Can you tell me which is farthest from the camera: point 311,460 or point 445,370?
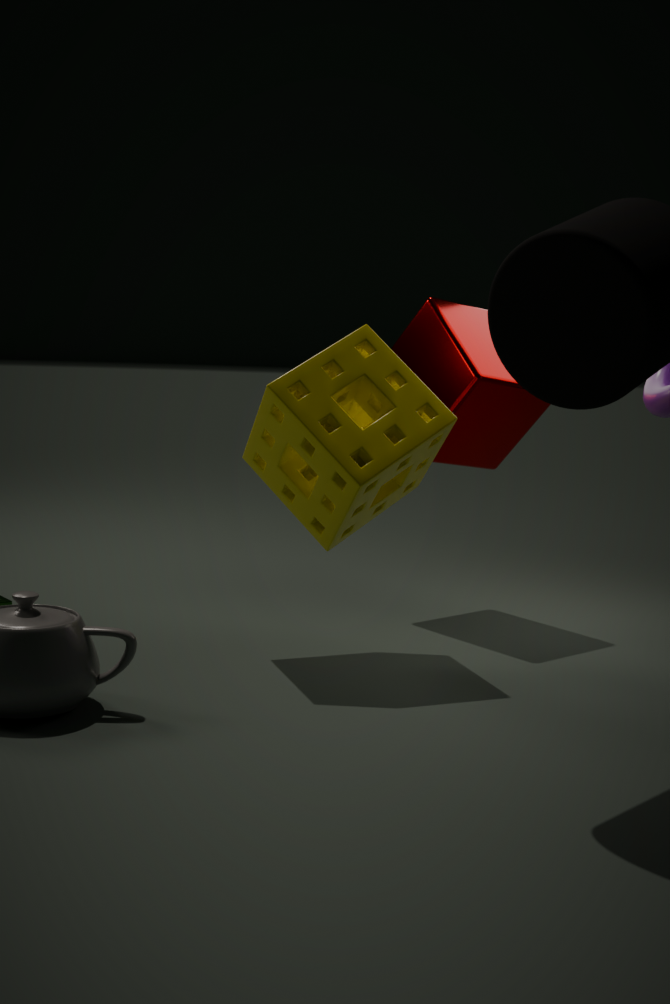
point 445,370
